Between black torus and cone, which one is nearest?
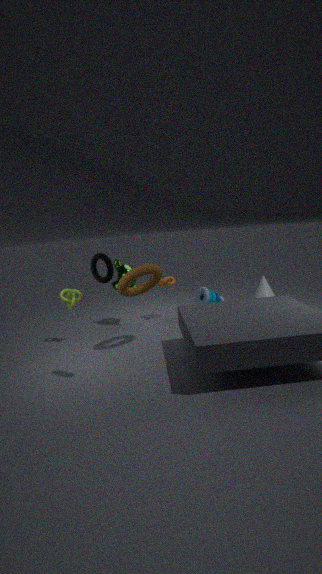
black torus
